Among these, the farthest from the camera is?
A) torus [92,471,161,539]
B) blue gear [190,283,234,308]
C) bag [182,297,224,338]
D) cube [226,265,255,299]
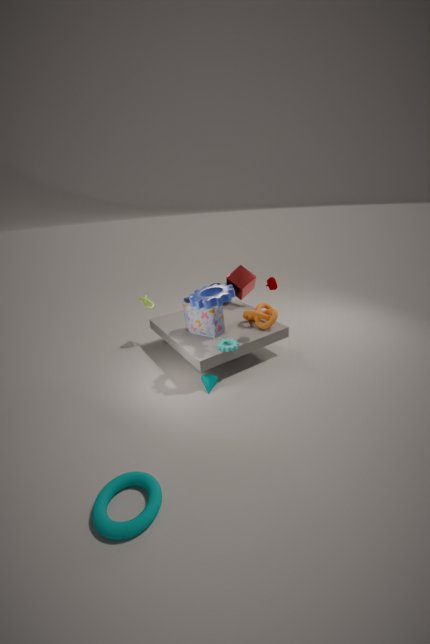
cube [226,265,255,299]
